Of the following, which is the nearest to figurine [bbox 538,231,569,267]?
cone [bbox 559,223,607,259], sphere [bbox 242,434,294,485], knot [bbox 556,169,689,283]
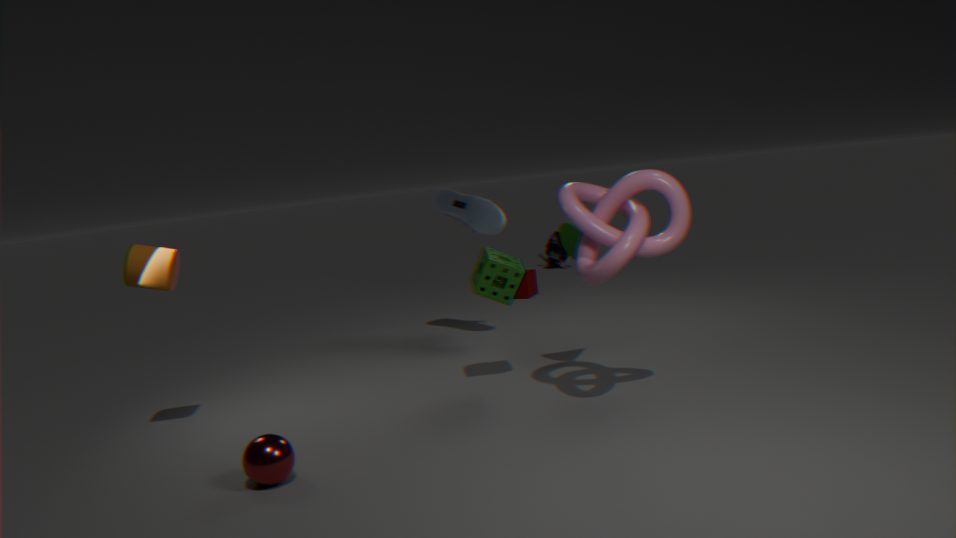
cone [bbox 559,223,607,259]
